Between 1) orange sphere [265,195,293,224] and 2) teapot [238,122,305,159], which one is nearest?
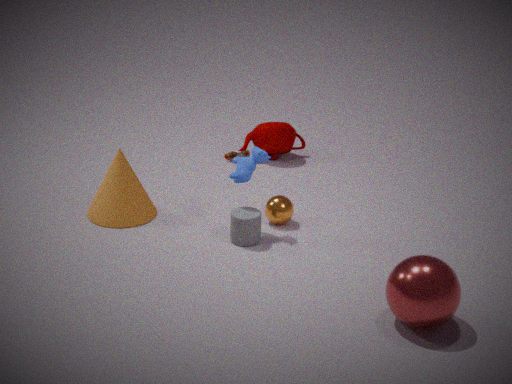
1. orange sphere [265,195,293,224]
